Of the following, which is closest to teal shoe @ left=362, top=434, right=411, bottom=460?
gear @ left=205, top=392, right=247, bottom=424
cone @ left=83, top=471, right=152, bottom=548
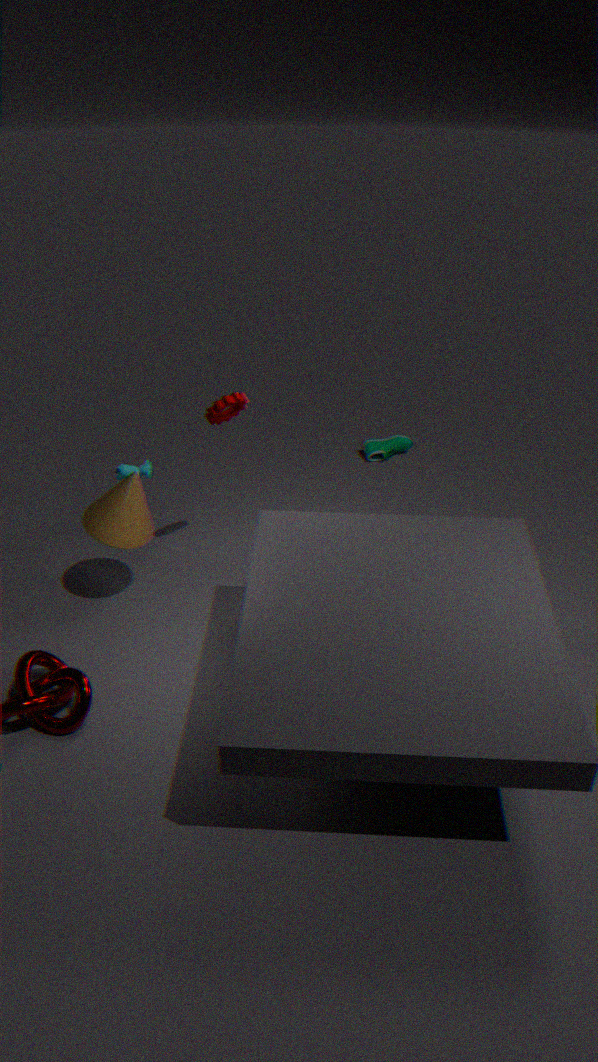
gear @ left=205, top=392, right=247, bottom=424
